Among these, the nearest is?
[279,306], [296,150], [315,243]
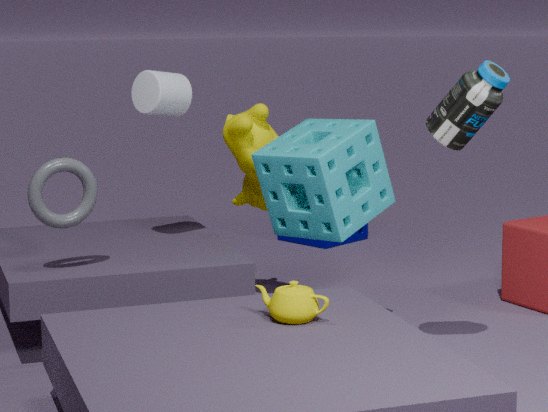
[279,306]
